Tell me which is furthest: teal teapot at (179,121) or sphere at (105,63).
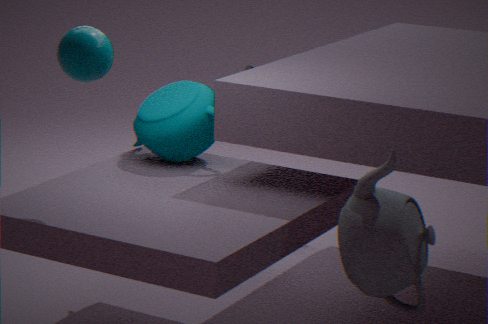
teal teapot at (179,121)
